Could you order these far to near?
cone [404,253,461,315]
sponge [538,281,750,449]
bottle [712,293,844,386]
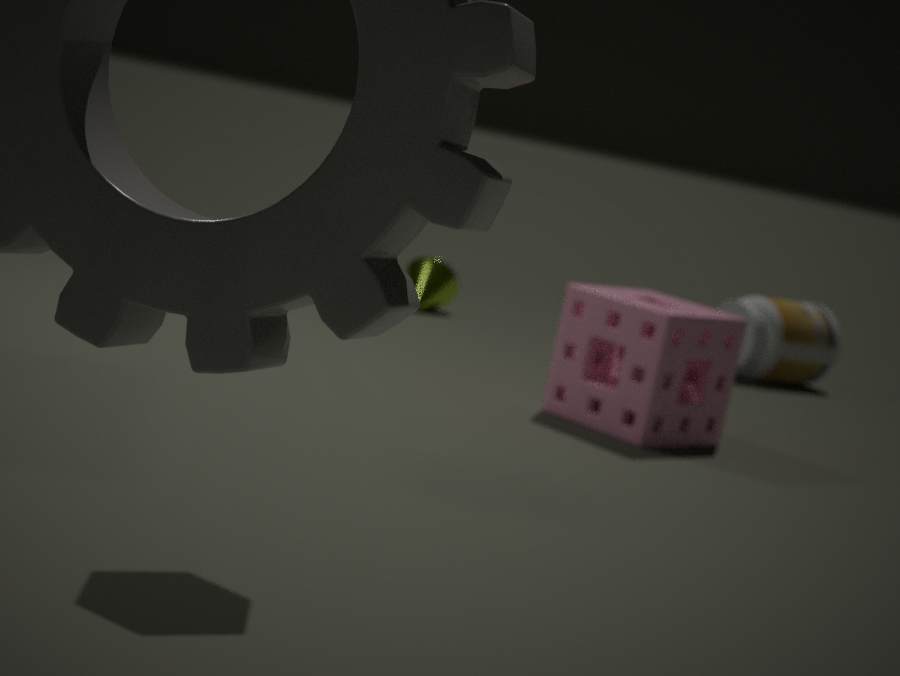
cone [404,253,461,315] → bottle [712,293,844,386] → sponge [538,281,750,449]
